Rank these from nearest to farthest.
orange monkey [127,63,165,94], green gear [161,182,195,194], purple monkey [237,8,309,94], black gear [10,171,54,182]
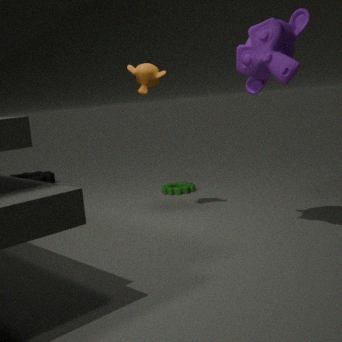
purple monkey [237,8,309,94] < orange monkey [127,63,165,94] < green gear [161,182,195,194] < black gear [10,171,54,182]
